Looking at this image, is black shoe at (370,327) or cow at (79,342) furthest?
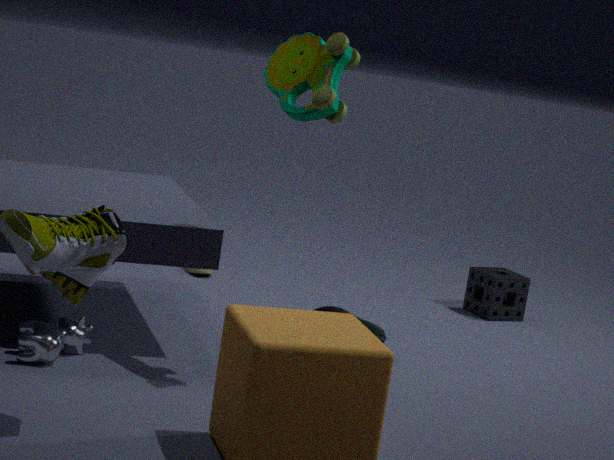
black shoe at (370,327)
